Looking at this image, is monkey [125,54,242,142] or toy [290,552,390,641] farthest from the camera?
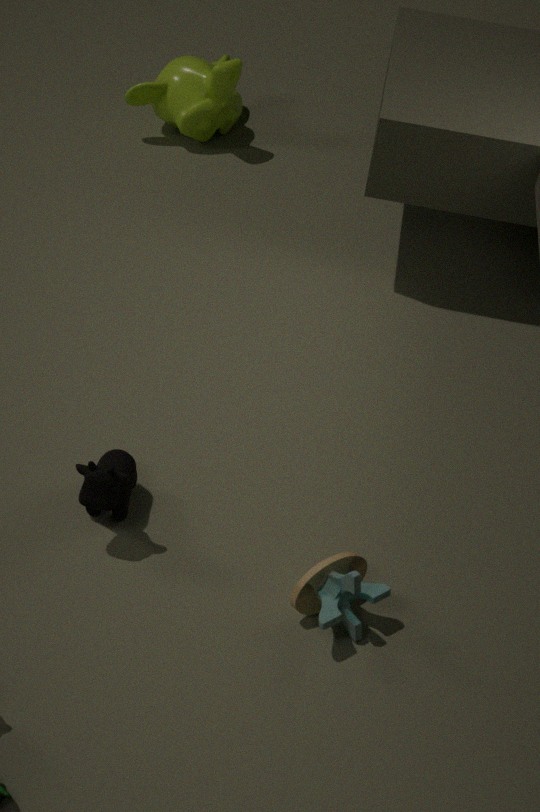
monkey [125,54,242,142]
